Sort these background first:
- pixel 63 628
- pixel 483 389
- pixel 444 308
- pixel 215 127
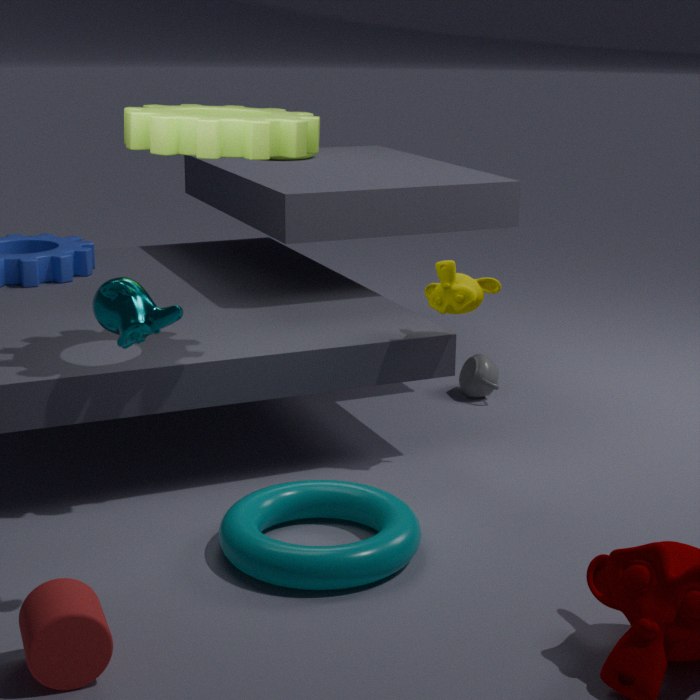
pixel 483 389 → pixel 444 308 → pixel 215 127 → pixel 63 628
